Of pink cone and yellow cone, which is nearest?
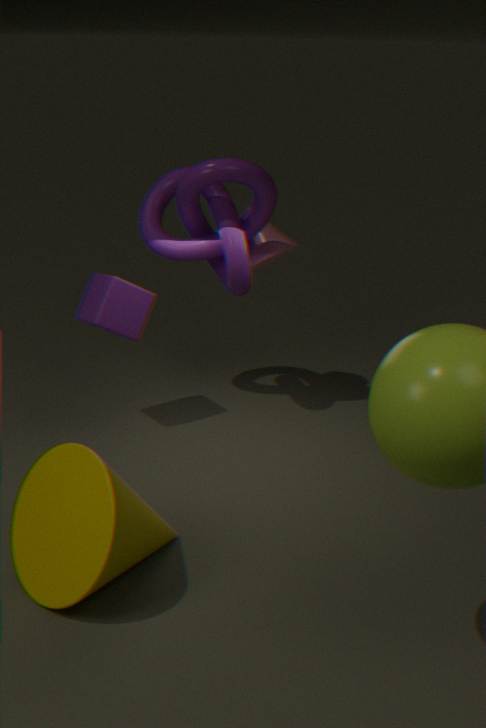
yellow cone
